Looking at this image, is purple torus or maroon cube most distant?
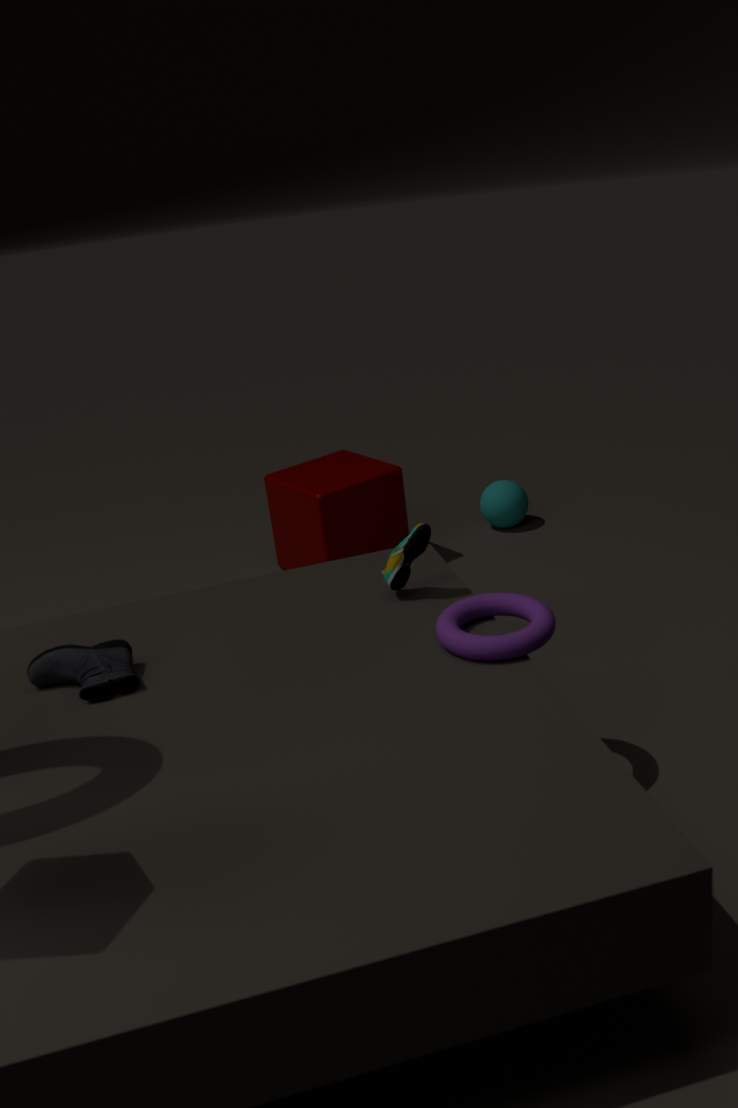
maroon cube
